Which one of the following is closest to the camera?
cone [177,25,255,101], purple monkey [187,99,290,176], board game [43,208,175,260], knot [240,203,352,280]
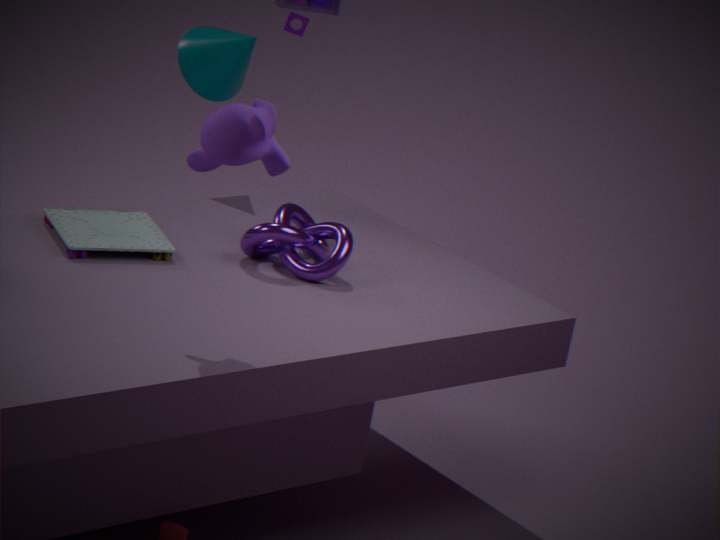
purple monkey [187,99,290,176]
